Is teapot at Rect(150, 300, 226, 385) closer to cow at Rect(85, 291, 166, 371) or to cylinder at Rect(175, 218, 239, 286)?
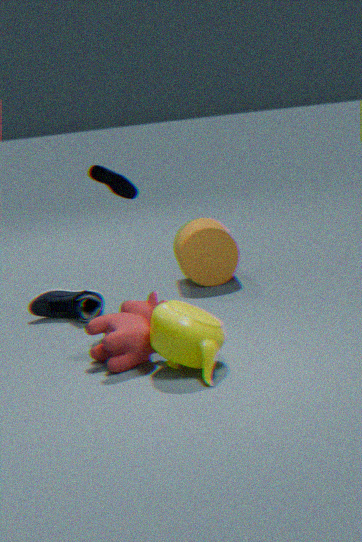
cow at Rect(85, 291, 166, 371)
